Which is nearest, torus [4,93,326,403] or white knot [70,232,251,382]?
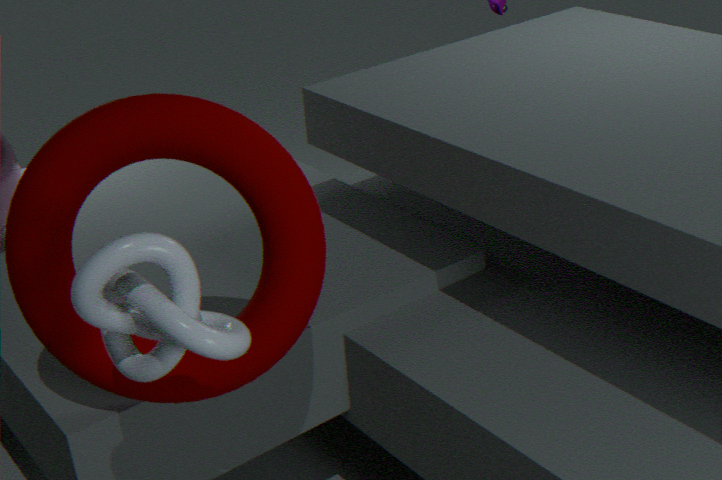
white knot [70,232,251,382]
